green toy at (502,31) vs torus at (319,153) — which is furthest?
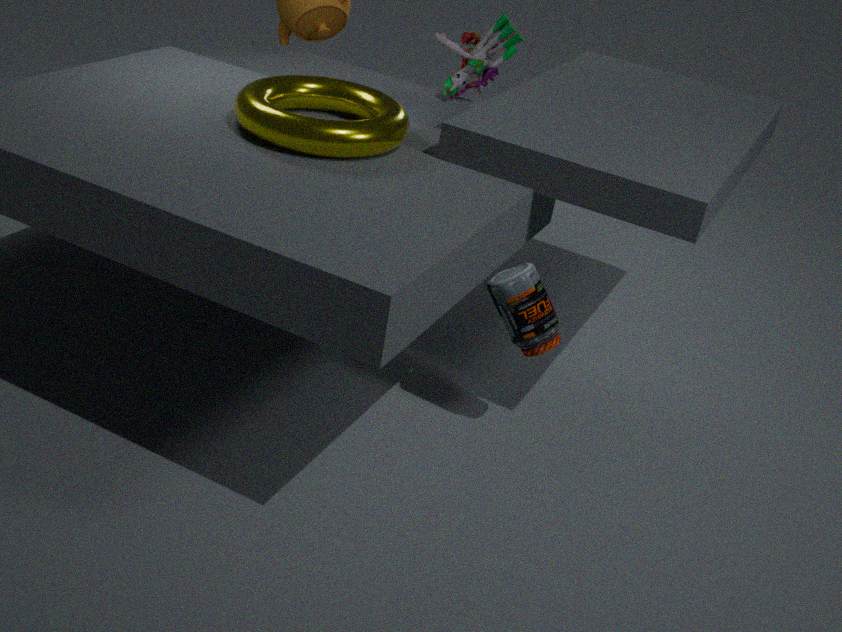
green toy at (502,31)
